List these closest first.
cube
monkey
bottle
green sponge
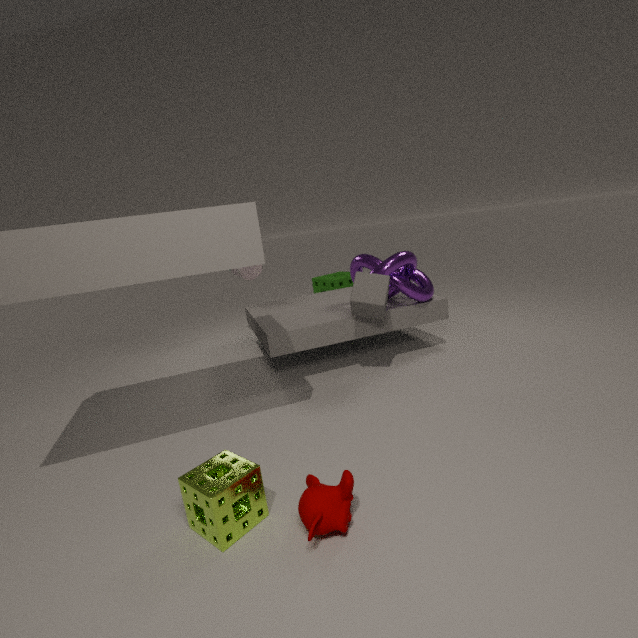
monkey < cube < bottle < green sponge
